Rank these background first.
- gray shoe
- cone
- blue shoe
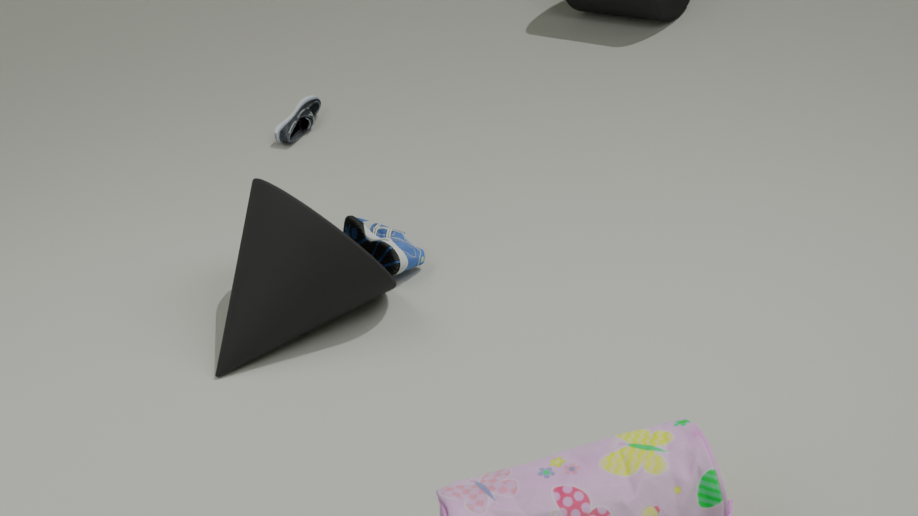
gray shoe
blue shoe
cone
